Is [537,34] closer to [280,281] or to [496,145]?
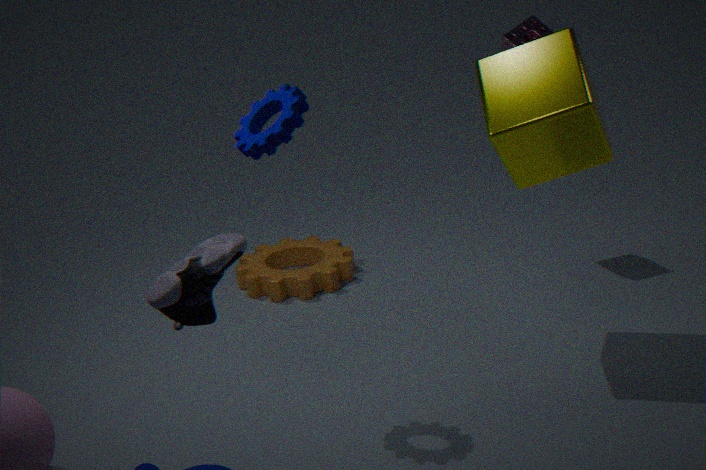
[496,145]
